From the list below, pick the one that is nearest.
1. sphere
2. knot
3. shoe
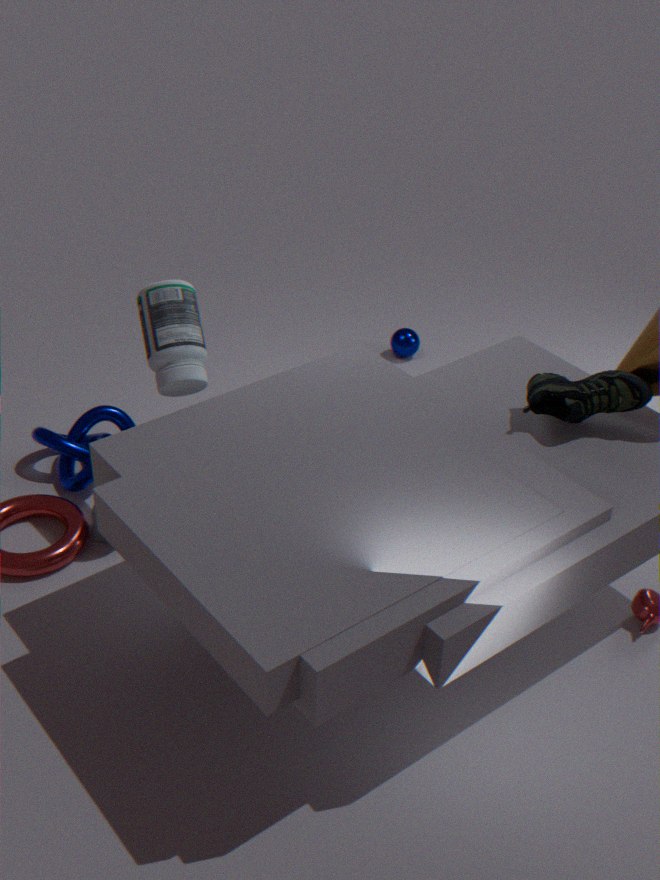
shoe
